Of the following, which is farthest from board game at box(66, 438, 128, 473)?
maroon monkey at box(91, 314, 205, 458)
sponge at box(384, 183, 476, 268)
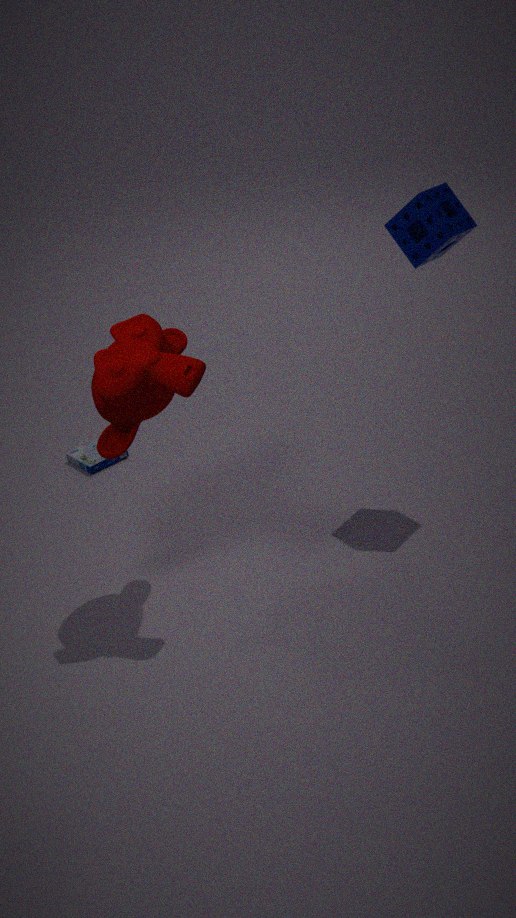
sponge at box(384, 183, 476, 268)
